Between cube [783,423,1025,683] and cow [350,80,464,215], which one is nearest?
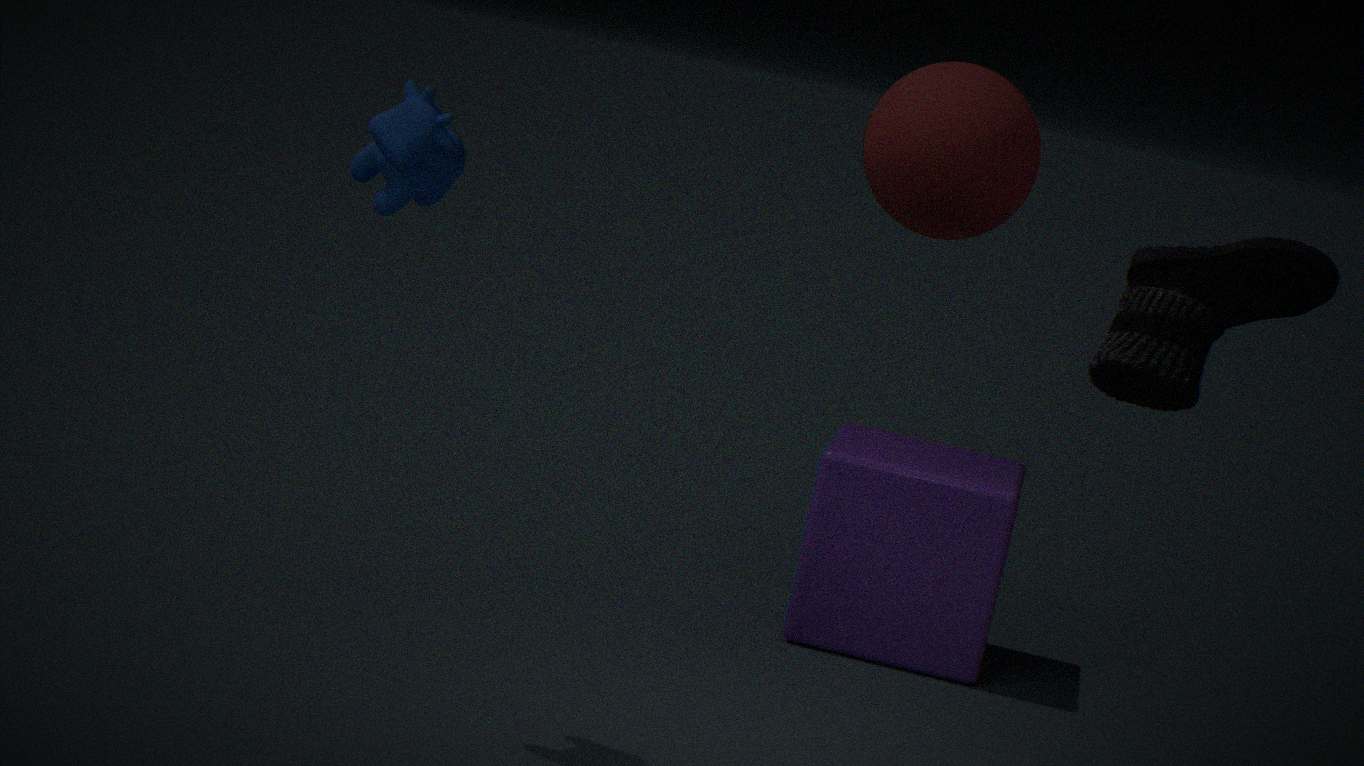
cow [350,80,464,215]
